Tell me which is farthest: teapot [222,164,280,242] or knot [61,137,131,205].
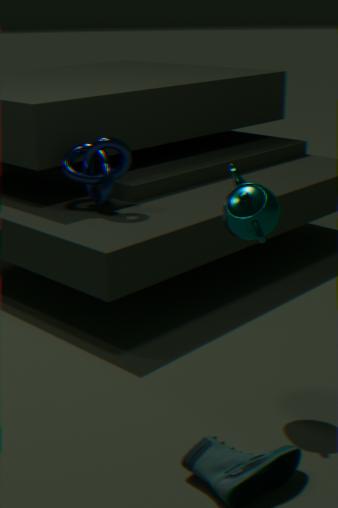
knot [61,137,131,205]
